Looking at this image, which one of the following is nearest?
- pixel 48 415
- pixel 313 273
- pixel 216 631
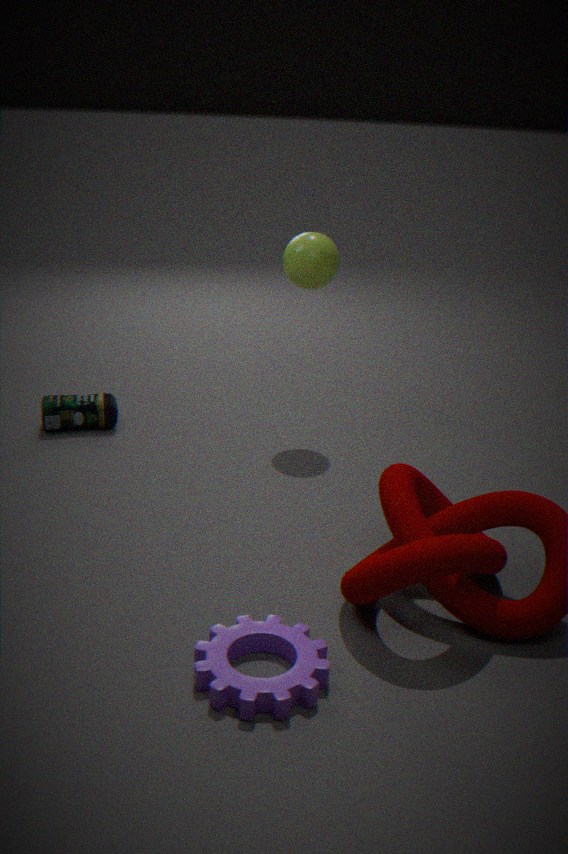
pixel 216 631
